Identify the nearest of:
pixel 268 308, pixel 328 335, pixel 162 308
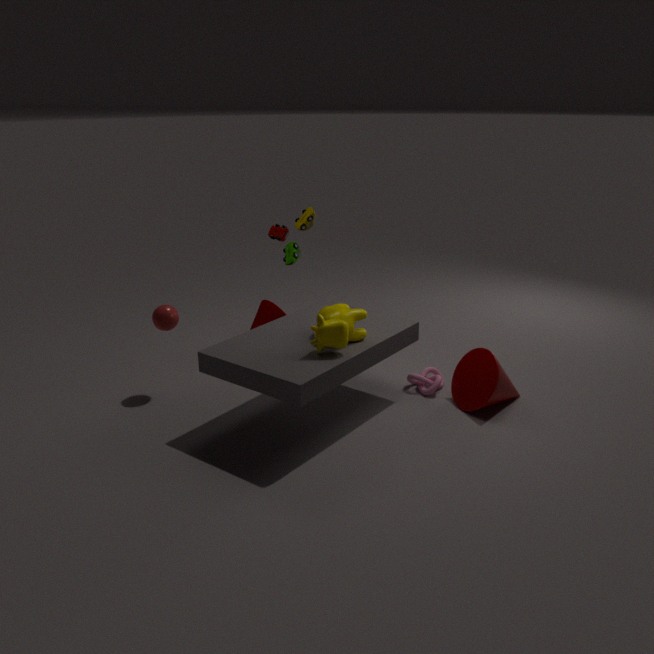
pixel 328 335
